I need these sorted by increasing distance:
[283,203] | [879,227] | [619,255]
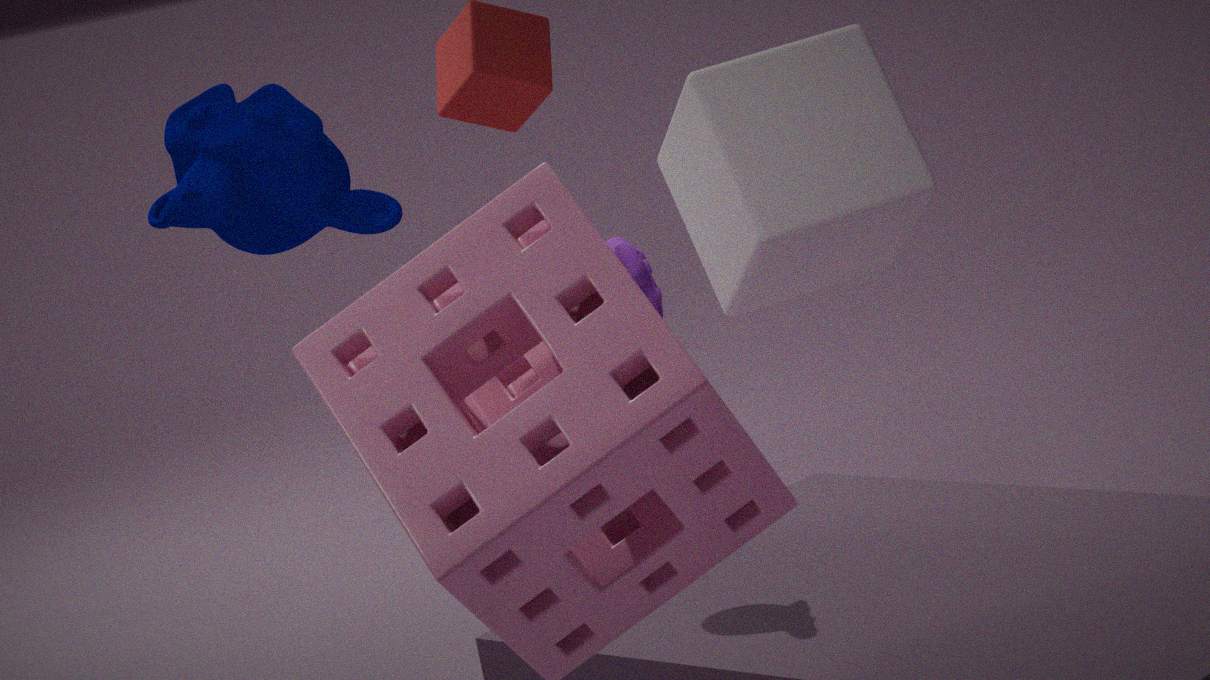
[619,255] → [283,203] → [879,227]
